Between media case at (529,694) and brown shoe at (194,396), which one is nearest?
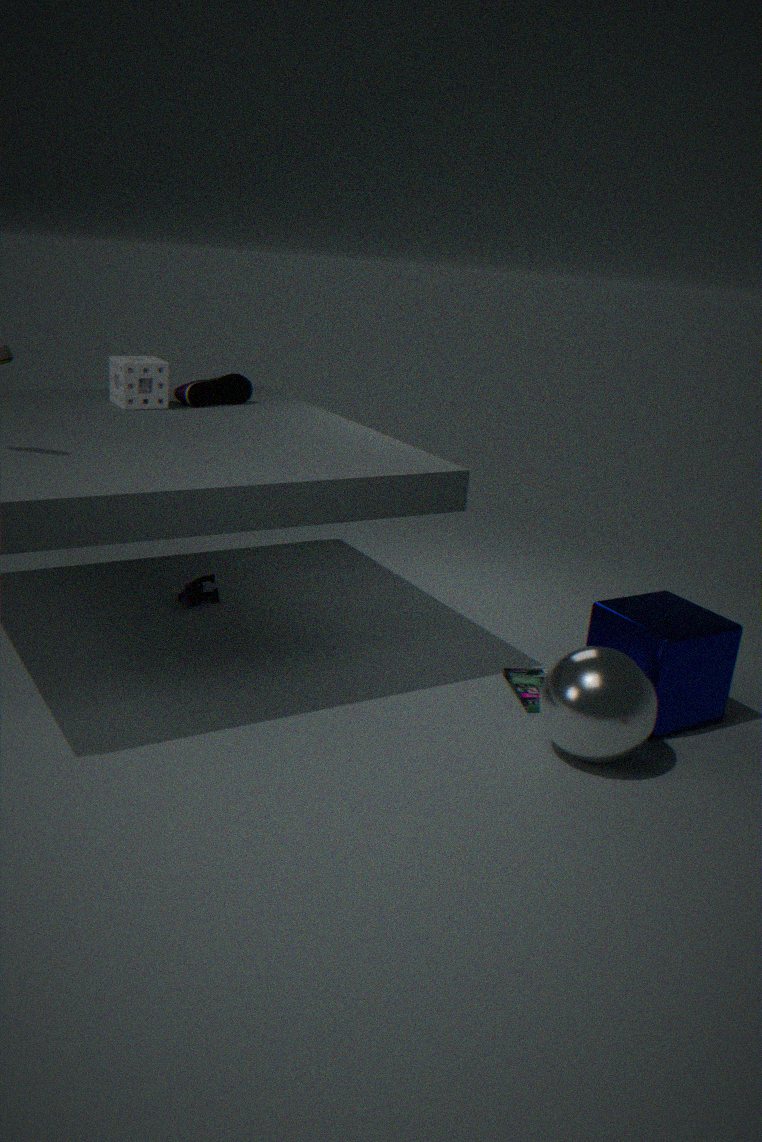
media case at (529,694)
